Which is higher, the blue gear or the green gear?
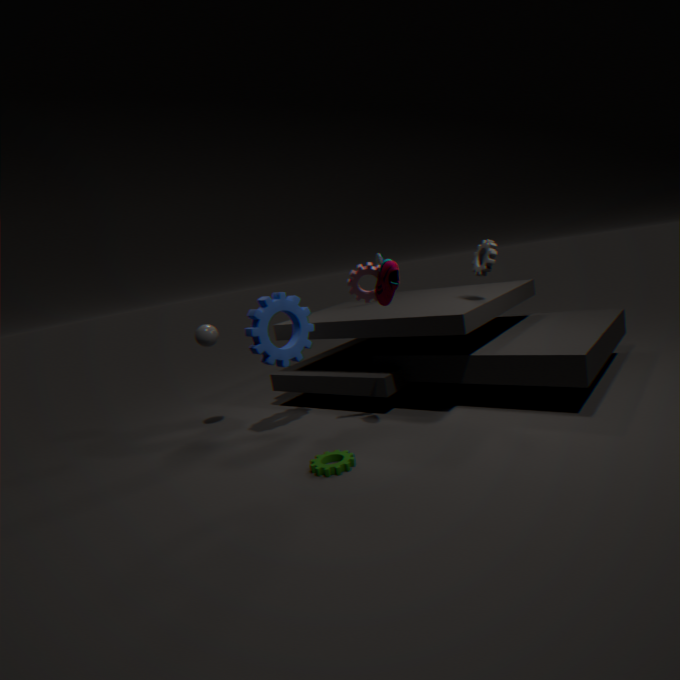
the blue gear
